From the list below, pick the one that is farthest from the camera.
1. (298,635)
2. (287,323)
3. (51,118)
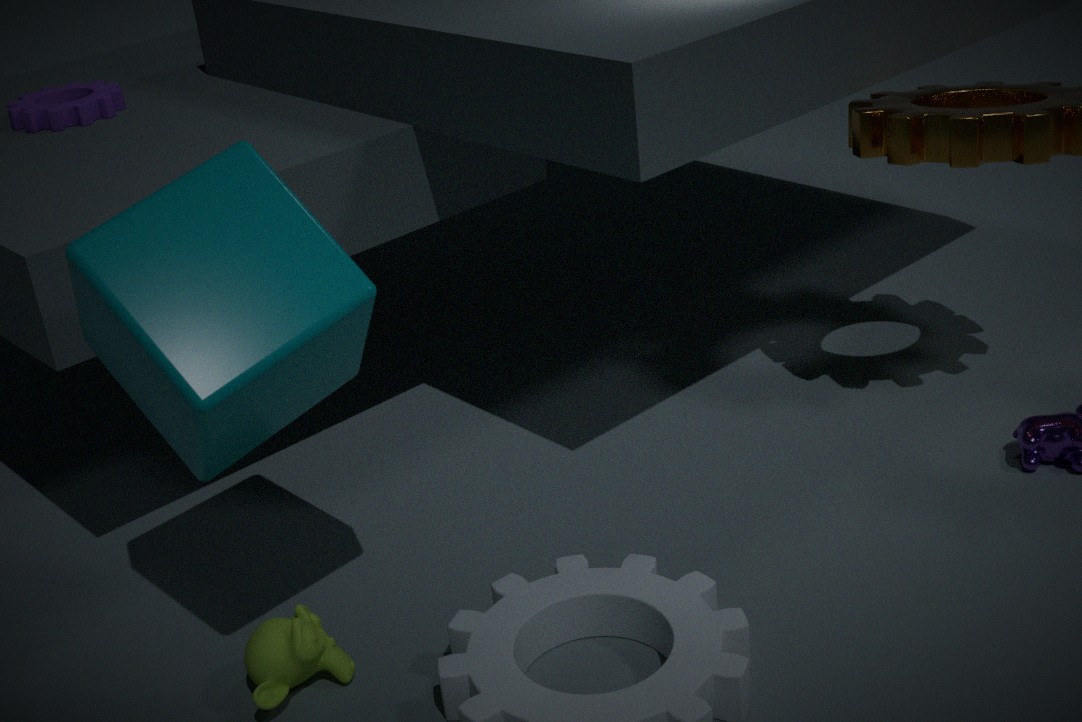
(51,118)
